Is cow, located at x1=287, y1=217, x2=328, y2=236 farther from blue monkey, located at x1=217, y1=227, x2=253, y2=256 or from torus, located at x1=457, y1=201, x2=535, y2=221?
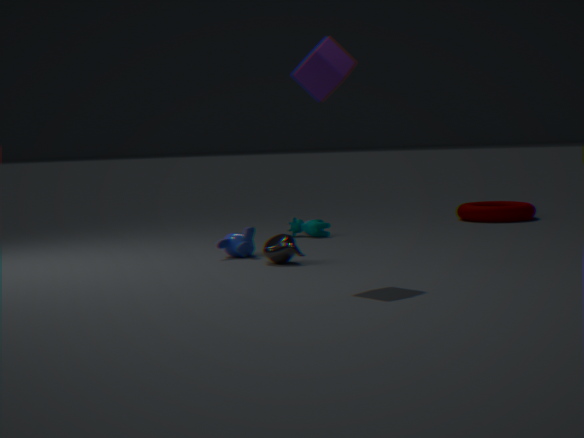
torus, located at x1=457, y1=201, x2=535, y2=221
